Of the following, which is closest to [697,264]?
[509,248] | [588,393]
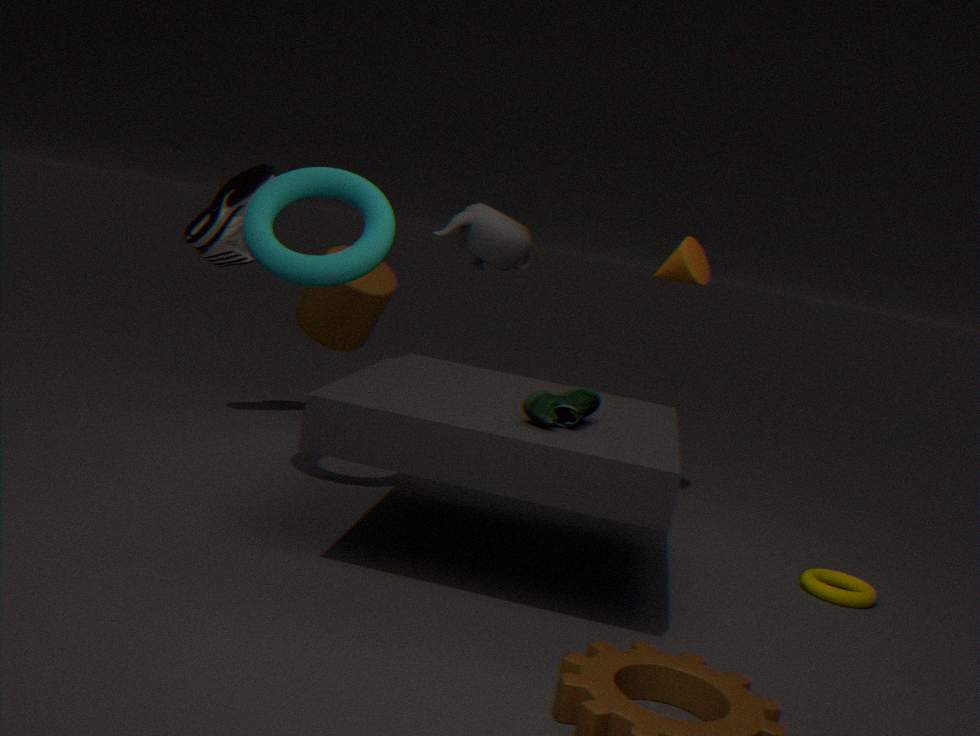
[509,248]
